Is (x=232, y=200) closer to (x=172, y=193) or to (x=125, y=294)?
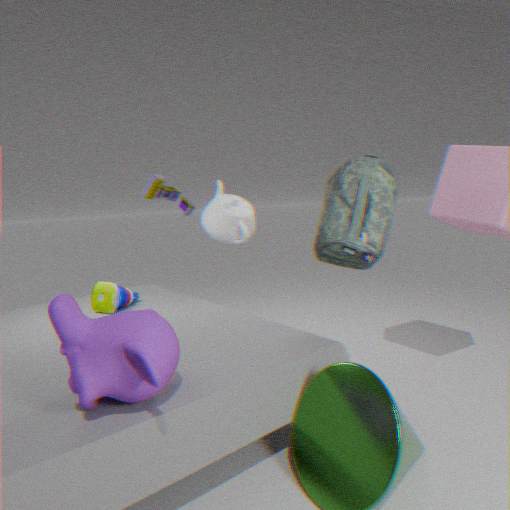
(x=172, y=193)
